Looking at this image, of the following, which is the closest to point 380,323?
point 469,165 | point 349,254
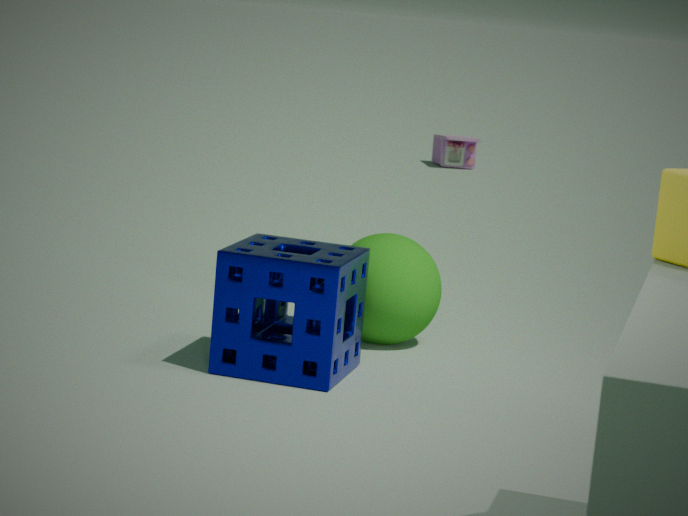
point 349,254
